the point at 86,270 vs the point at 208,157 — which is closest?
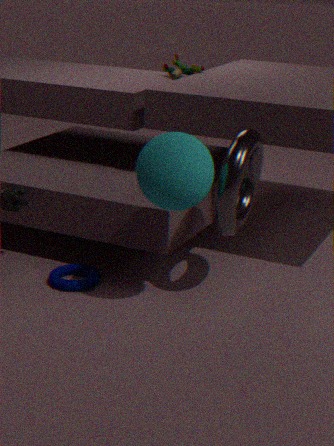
the point at 208,157
